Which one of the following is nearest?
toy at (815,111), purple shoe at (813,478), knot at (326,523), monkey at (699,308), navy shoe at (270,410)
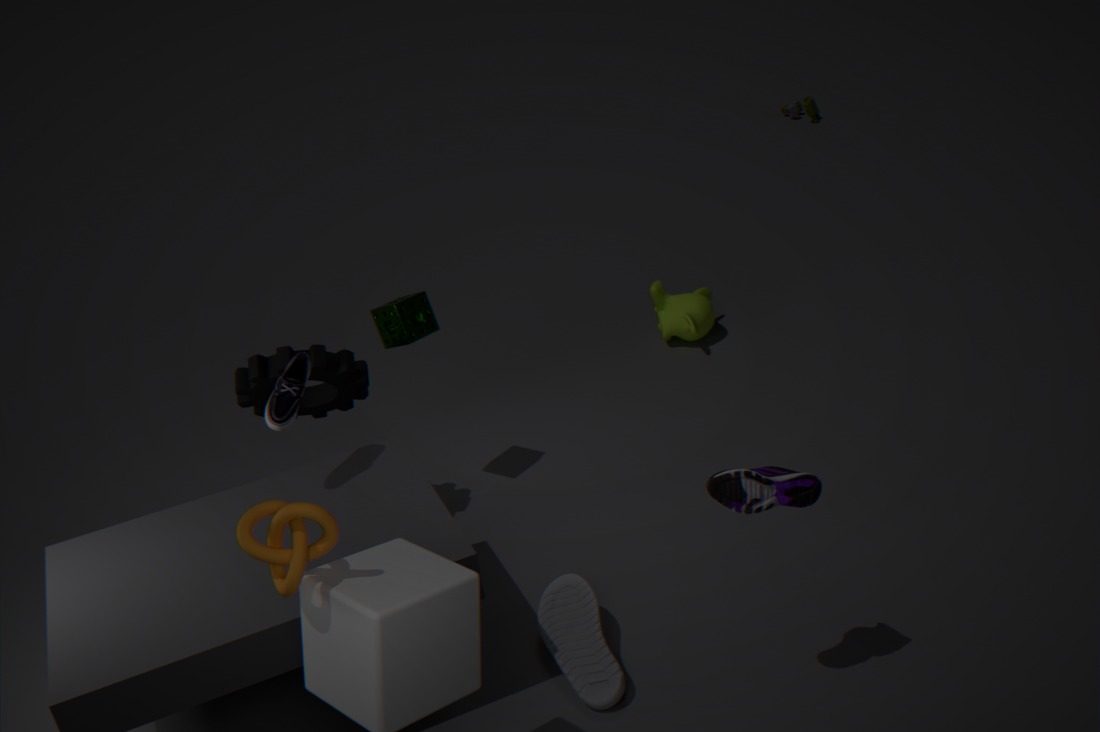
knot at (326,523)
